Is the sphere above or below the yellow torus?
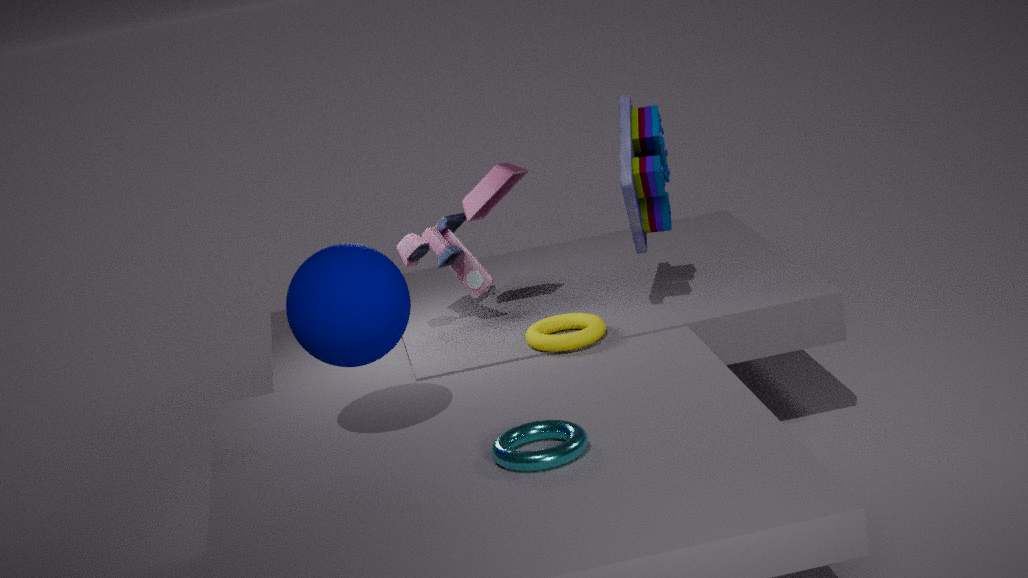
above
